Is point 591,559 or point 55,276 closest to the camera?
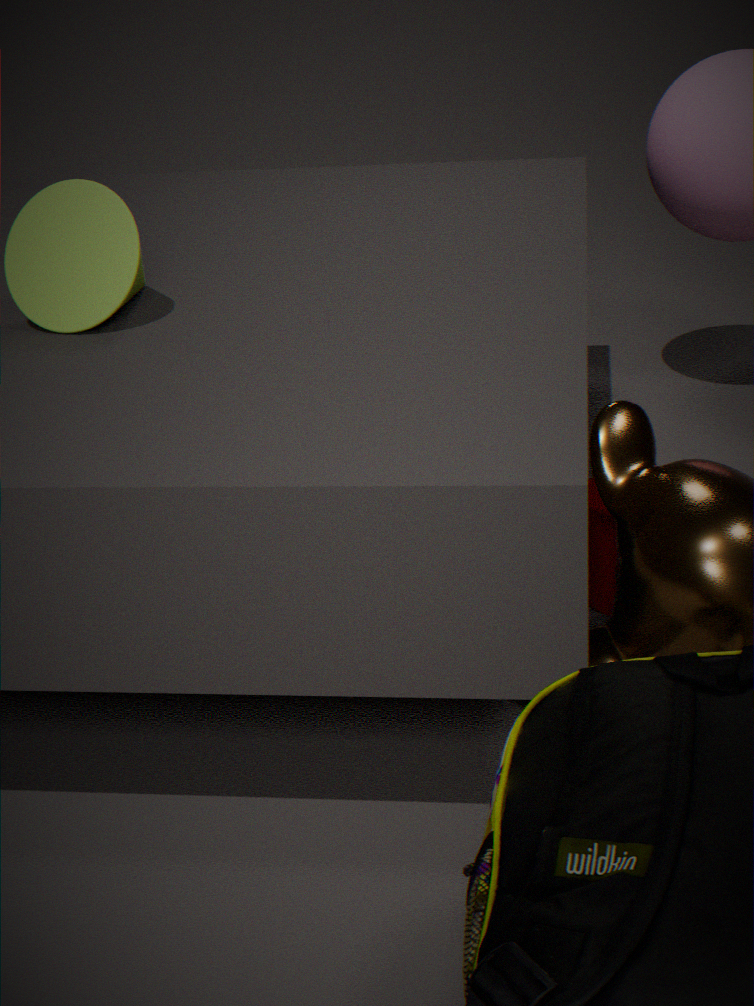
point 55,276
